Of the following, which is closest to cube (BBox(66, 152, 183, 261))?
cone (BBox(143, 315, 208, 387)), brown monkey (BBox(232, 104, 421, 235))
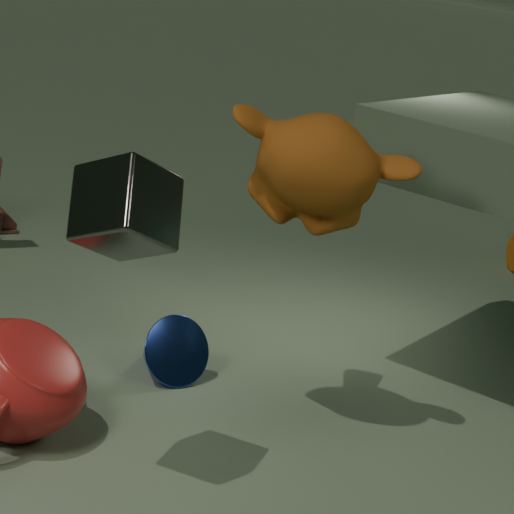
brown monkey (BBox(232, 104, 421, 235))
